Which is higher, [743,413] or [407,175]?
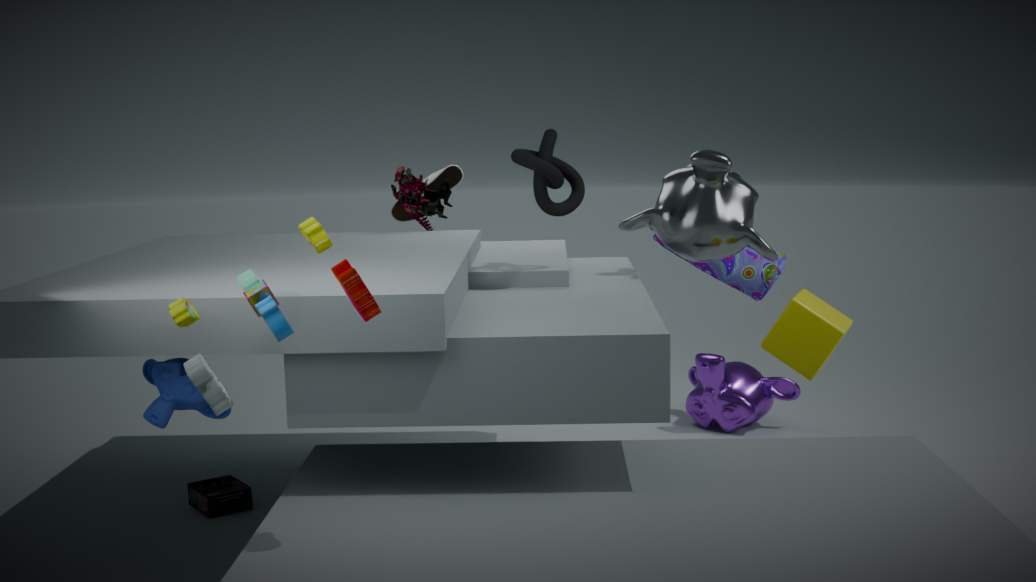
[407,175]
